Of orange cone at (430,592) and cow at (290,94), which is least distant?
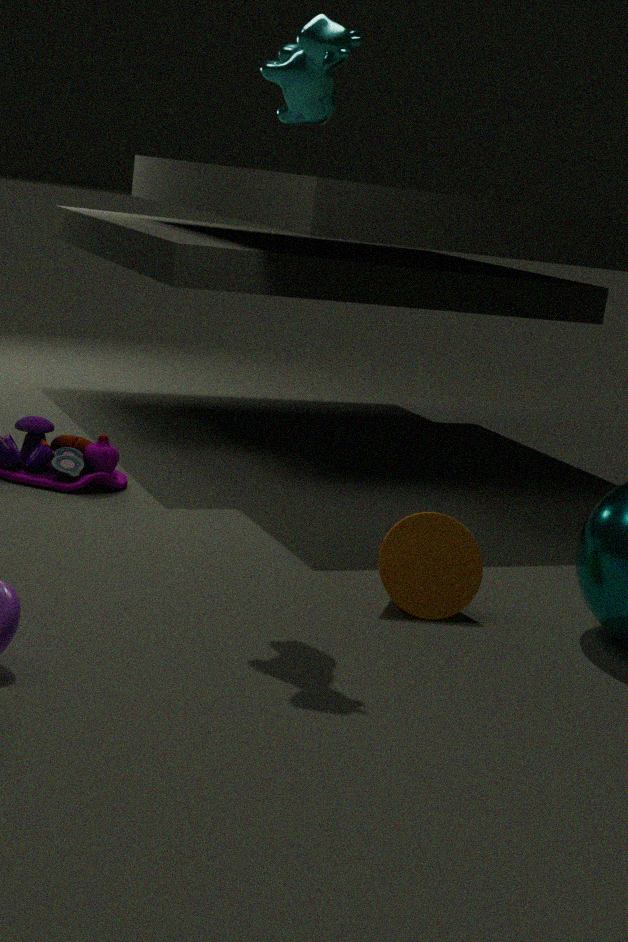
cow at (290,94)
